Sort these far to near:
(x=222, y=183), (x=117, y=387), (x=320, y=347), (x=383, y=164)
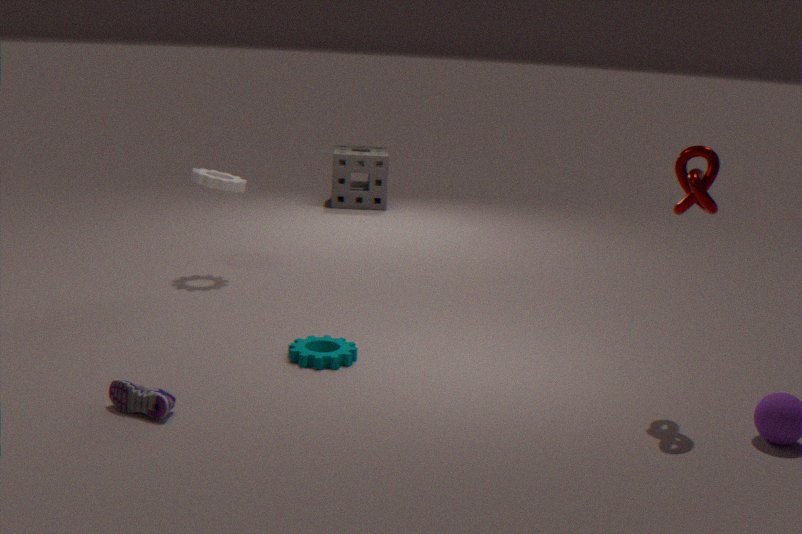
1. (x=383, y=164)
2. (x=222, y=183)
3. (x=320, y=347)
4. (x=117, y=387)
